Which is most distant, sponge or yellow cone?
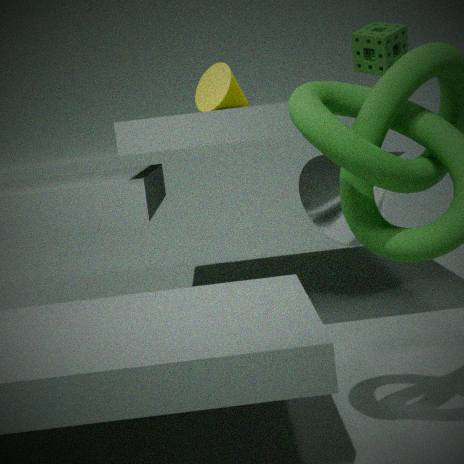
sponge
